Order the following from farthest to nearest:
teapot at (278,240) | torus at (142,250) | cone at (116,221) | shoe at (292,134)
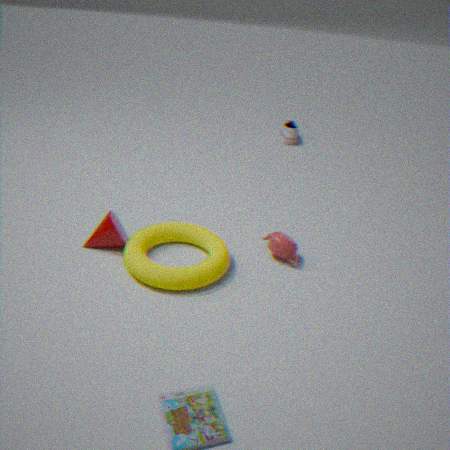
shoe at (292,134) < teapot at (278,240) < cone at (116,221) < torus at (142,250)
